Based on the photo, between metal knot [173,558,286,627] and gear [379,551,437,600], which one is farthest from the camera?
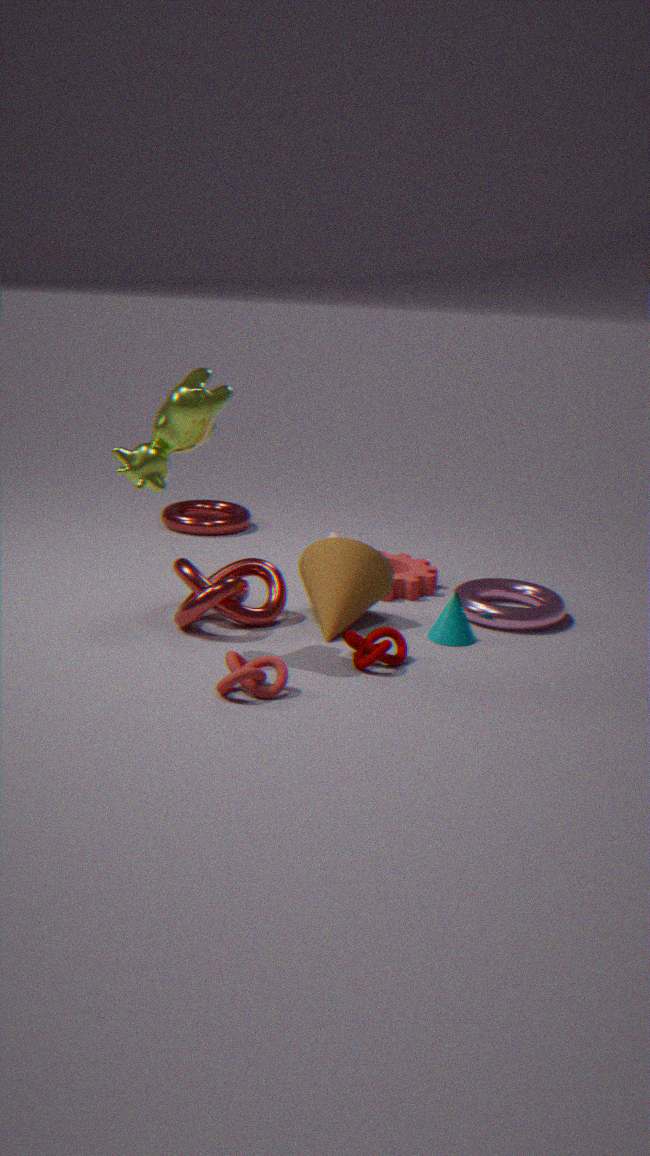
gear [379,551,437,600]
